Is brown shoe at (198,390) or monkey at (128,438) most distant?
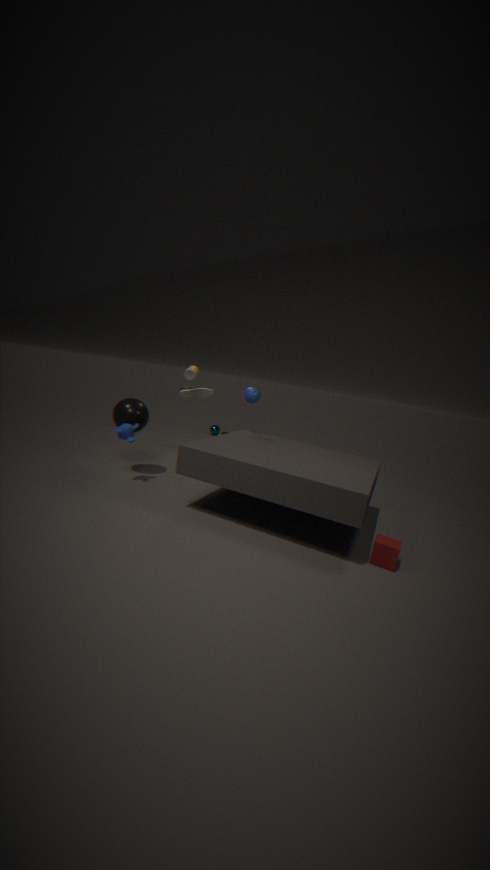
brown shoe at (198,390)
